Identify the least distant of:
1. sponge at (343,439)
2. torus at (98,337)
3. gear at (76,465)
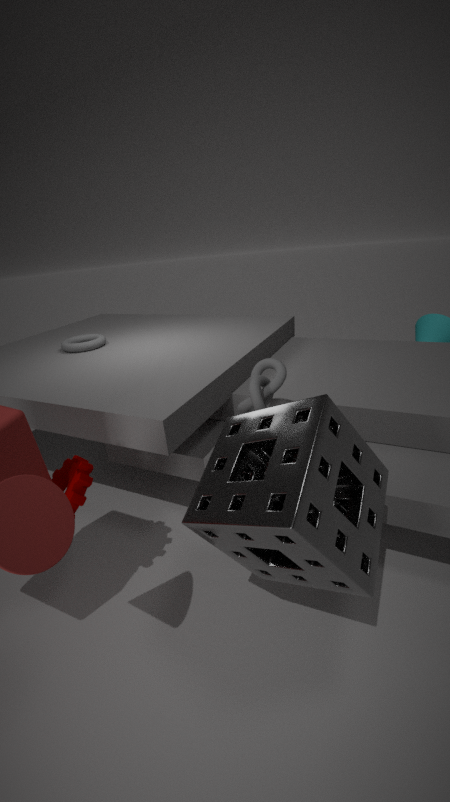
sponge at (343,439)
